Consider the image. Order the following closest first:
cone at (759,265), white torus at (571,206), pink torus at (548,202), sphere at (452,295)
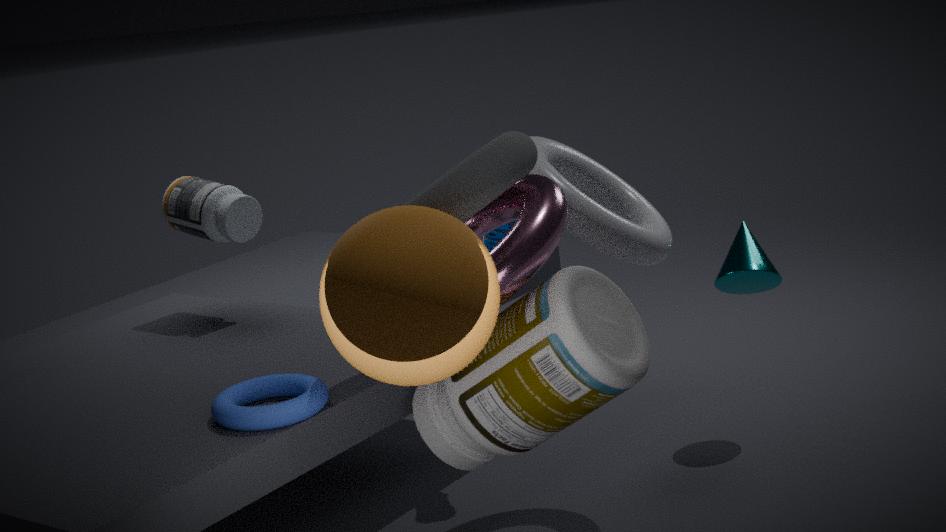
sphere at (452,295) → pink torus at (548,202) → white torus at (571,206) → cone at (759,265)
